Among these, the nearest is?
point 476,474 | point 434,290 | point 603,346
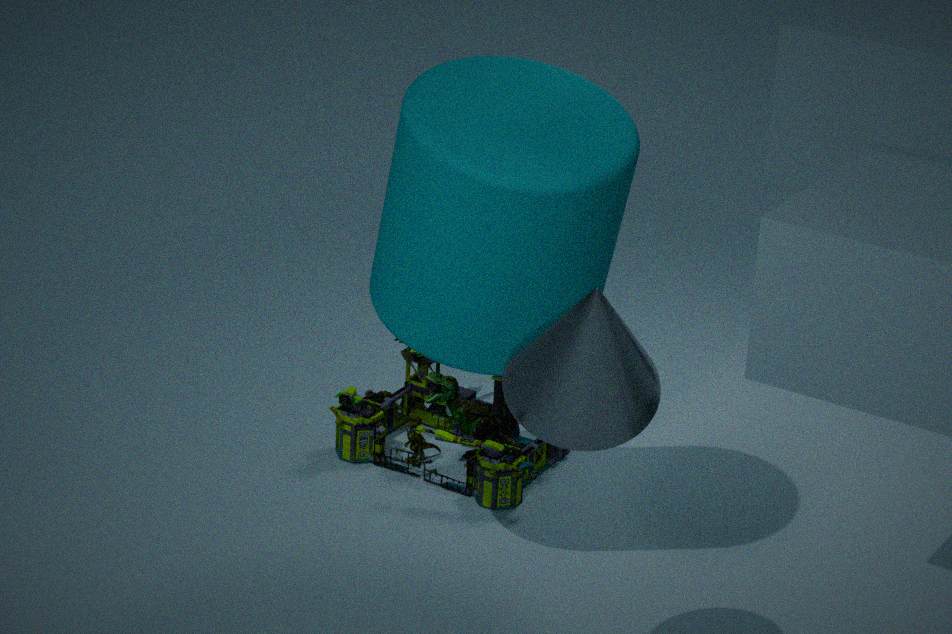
point 603,346
